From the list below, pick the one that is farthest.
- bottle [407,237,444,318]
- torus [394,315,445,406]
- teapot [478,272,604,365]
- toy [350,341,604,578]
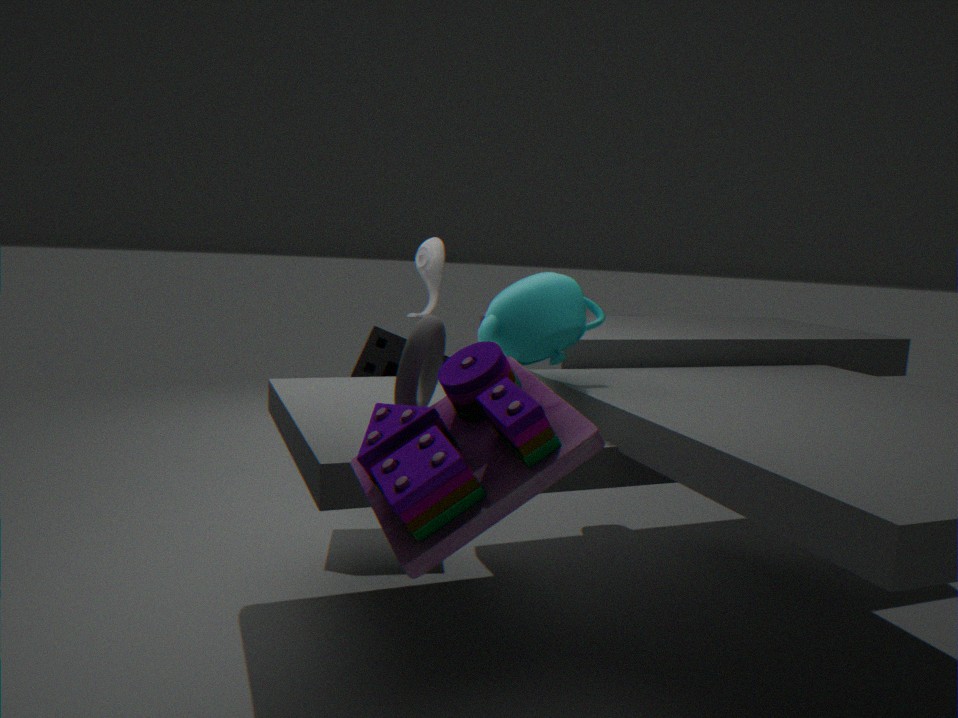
bottle [407,237,444,318]
